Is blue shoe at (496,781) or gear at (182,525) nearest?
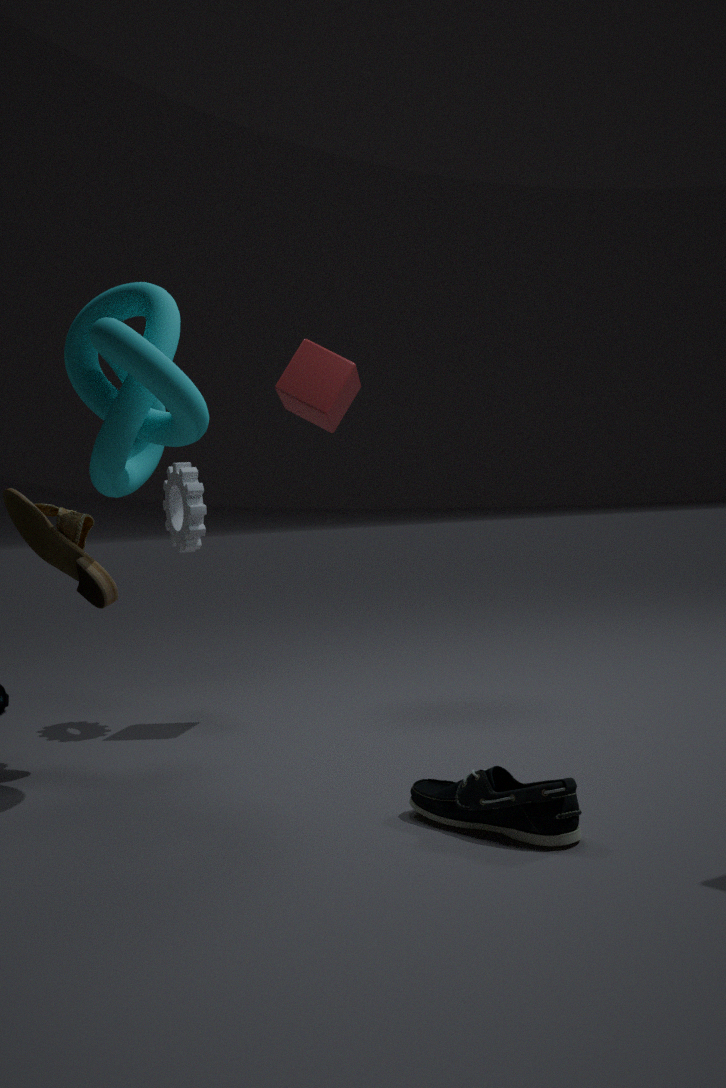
blue shoe at (496,781)
